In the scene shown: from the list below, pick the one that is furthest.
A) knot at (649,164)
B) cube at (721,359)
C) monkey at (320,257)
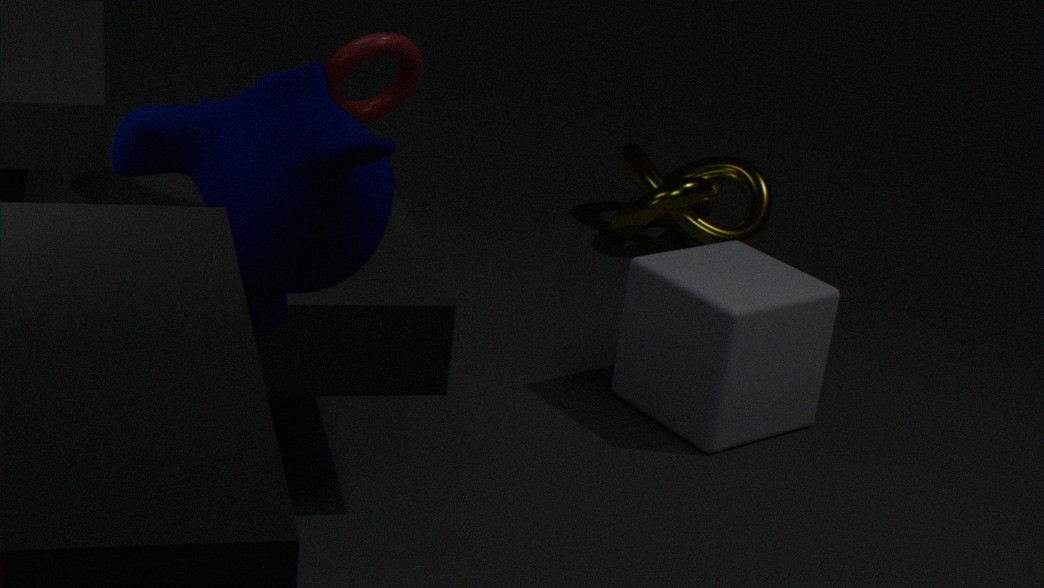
knot at (649,164)
